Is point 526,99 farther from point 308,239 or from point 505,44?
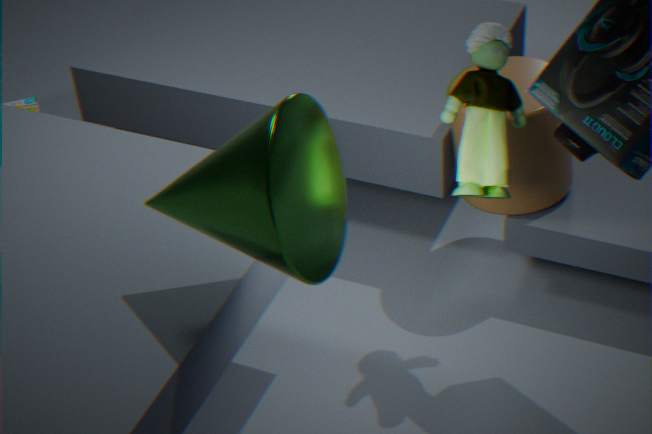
point 308,239
